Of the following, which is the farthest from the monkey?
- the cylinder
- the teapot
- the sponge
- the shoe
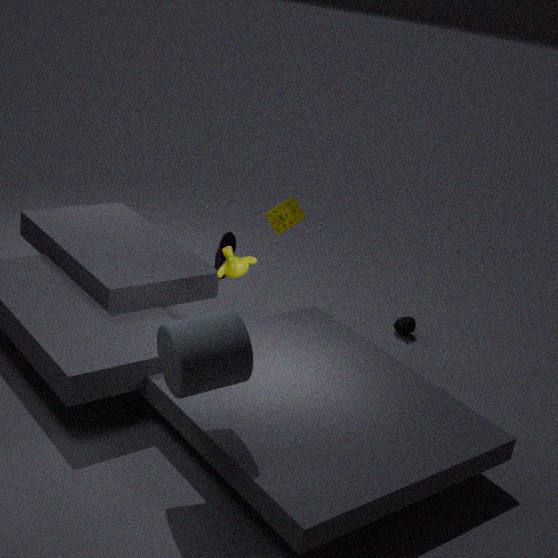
the teapot
